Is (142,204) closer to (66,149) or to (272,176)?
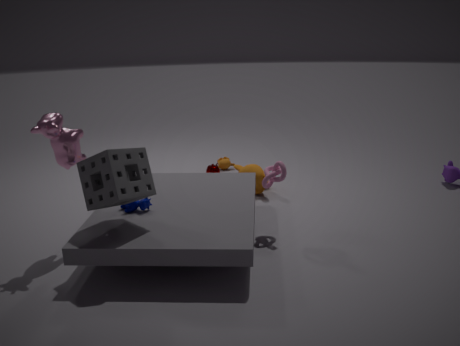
(66,149)
